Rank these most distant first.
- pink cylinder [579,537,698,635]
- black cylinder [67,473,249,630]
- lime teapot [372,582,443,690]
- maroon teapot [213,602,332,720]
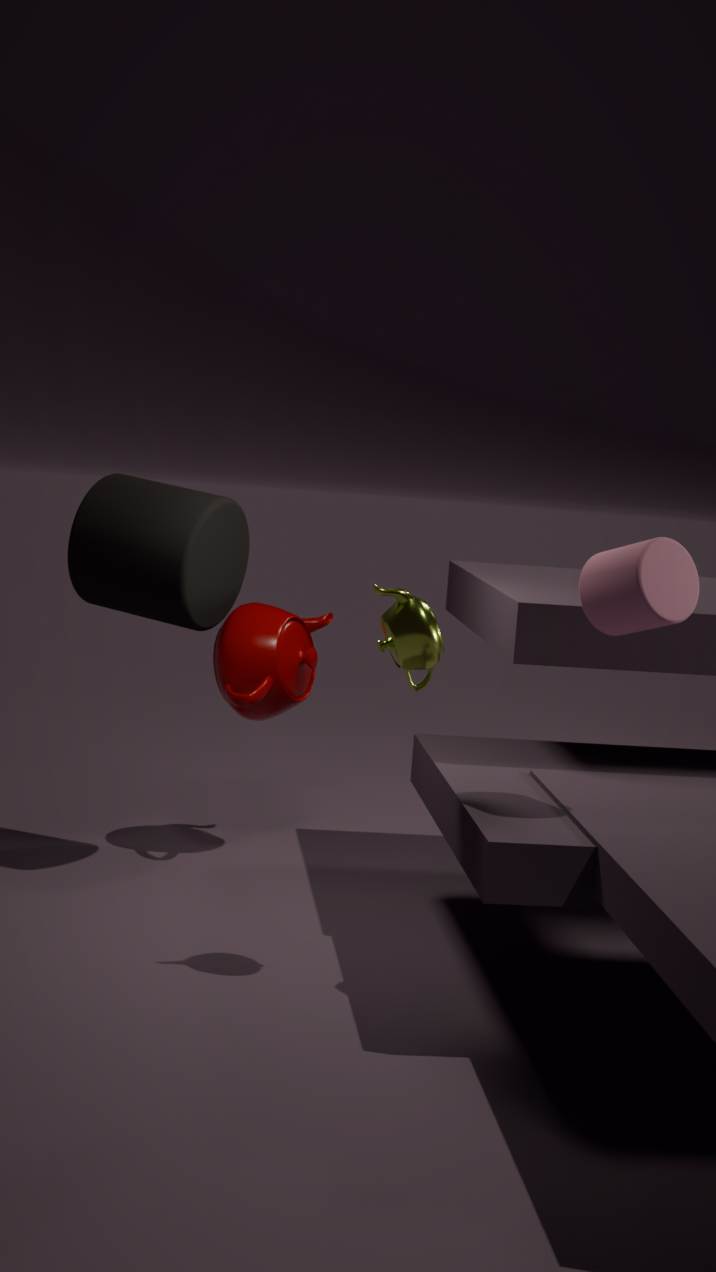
1. maroon teapot [213,602,332,720]
2. black cylinder [67,473,249,630]
3. lime teapot [372,582,443,690]
4. pink cylinder [579,537,698,635]
